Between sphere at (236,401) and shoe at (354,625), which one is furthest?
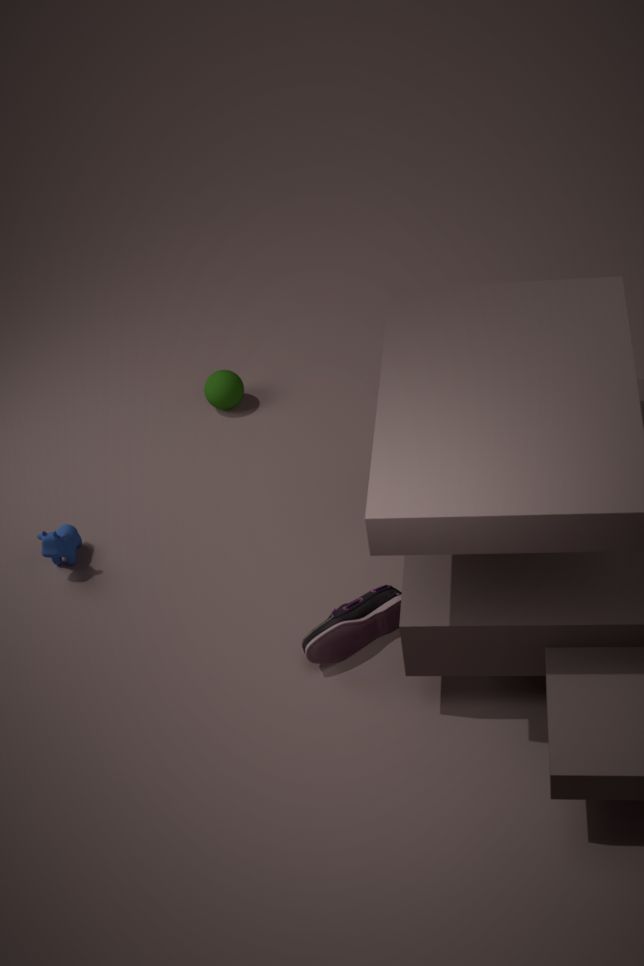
sphere at (236,401)
